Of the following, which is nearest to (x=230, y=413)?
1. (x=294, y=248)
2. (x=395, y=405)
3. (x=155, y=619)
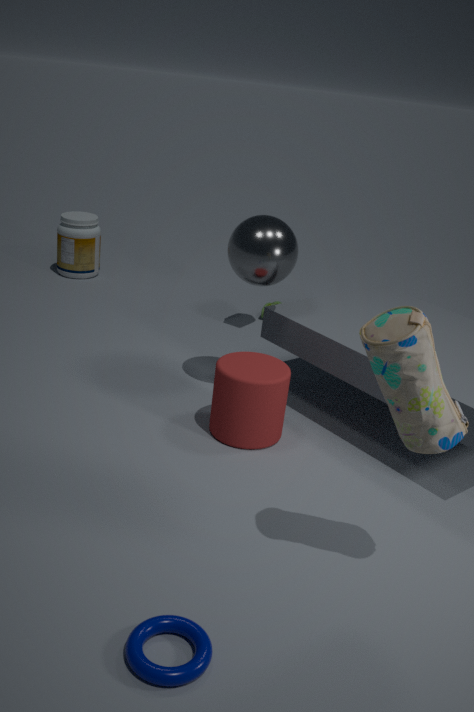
(x=294, y=248)
